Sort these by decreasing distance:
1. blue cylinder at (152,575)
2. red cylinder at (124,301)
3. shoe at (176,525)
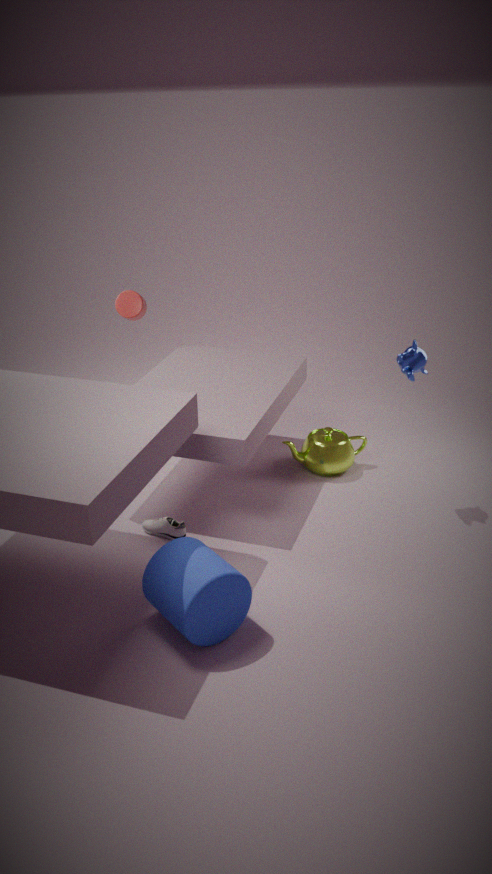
red cylinder at (124,301) → shoe at (176,525) → blue cylinder at (152,575)
